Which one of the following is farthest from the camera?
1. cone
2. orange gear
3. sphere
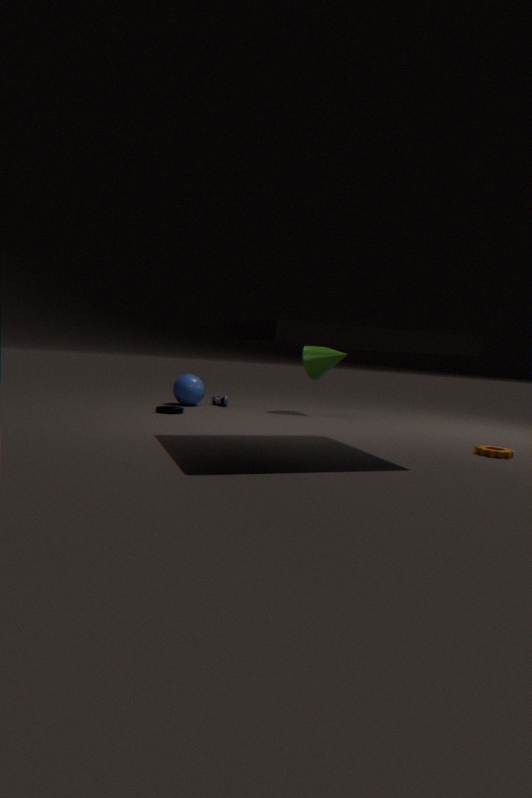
sphere
